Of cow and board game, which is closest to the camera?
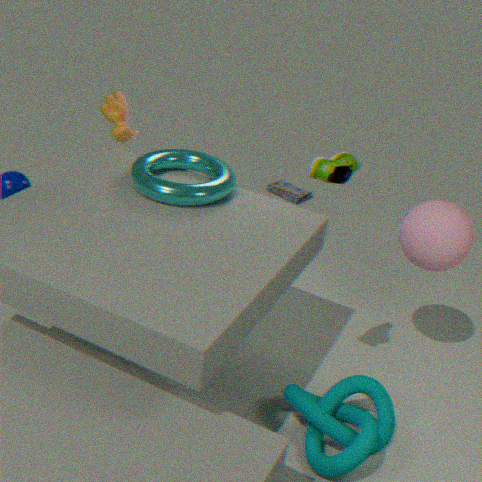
cow
